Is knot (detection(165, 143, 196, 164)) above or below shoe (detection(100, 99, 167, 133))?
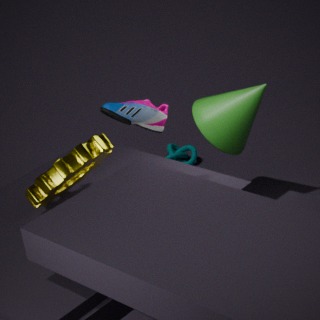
below
